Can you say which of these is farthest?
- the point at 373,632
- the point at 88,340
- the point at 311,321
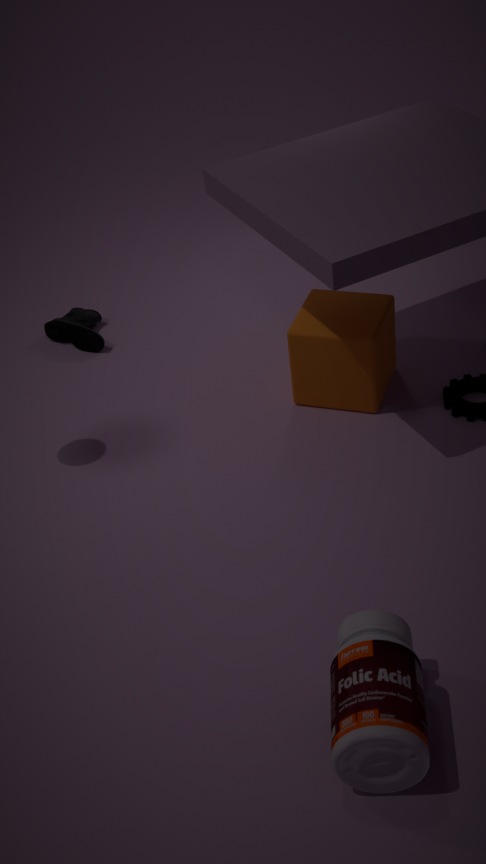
the point at 88,340
